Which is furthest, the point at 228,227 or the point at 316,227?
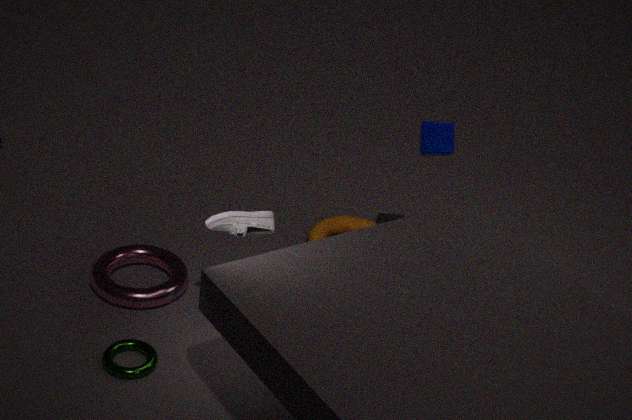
the point at 316,227
